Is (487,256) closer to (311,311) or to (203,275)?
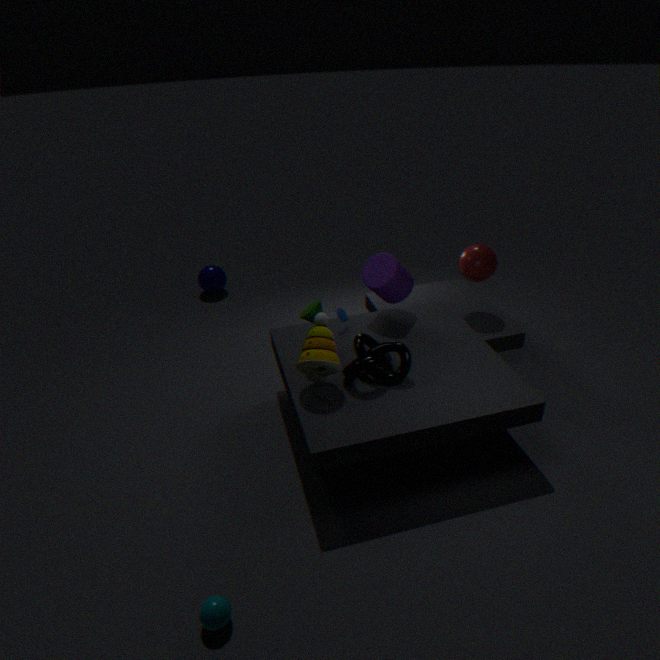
(311,311)
